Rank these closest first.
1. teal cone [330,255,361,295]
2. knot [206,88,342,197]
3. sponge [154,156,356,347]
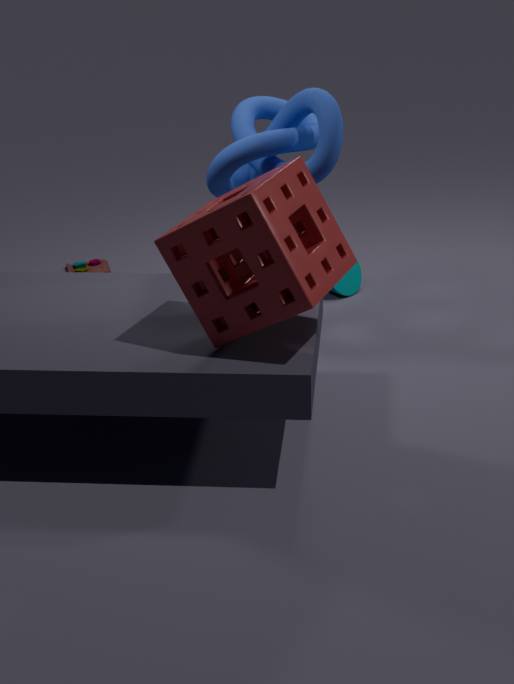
sponge [154,156,356,347] → knot [206,88,342,197] → teal cone [330,255,361,295]
